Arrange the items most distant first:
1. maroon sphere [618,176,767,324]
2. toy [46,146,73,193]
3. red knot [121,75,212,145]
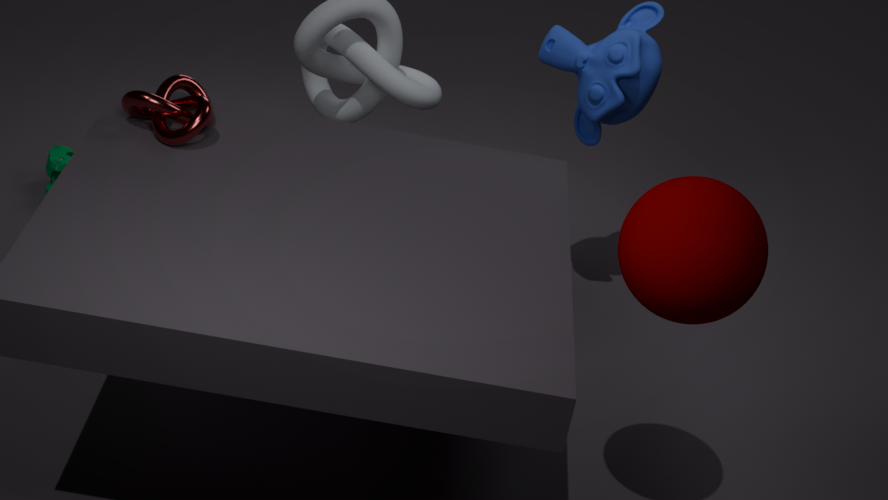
1. toy [46,146,73,193]
2. red knot [121,75,212,145]
3. maroon sphere [618,176,767,324]
